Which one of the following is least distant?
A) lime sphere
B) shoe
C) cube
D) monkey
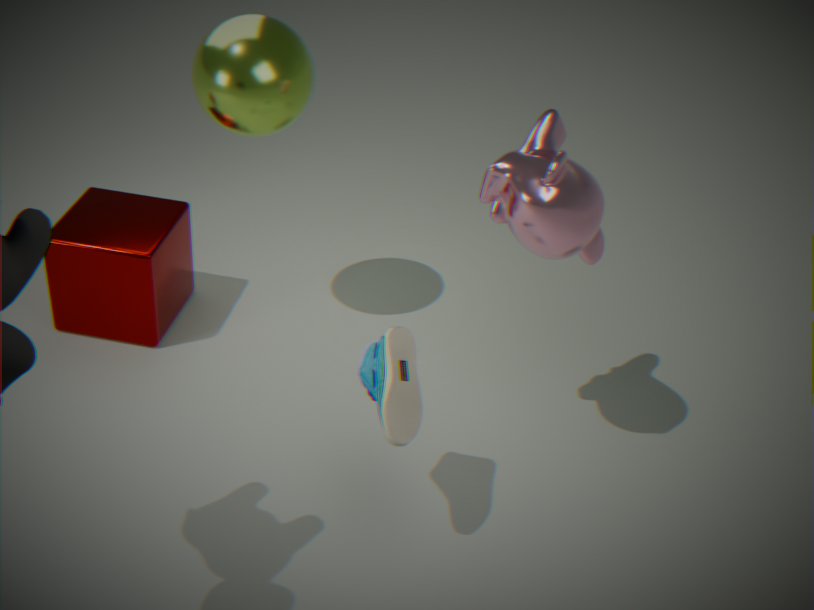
shoe
